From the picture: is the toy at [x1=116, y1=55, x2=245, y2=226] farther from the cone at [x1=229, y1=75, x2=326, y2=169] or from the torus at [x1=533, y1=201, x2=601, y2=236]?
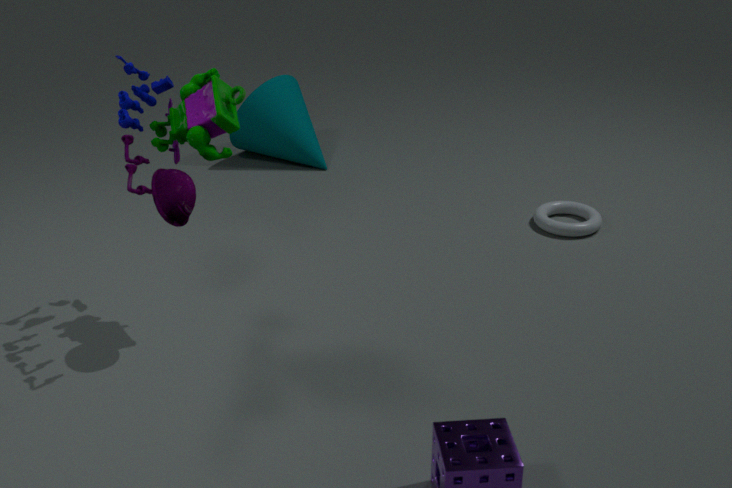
the torus at [x1=533, y1=201, x2=601, y2=236]
